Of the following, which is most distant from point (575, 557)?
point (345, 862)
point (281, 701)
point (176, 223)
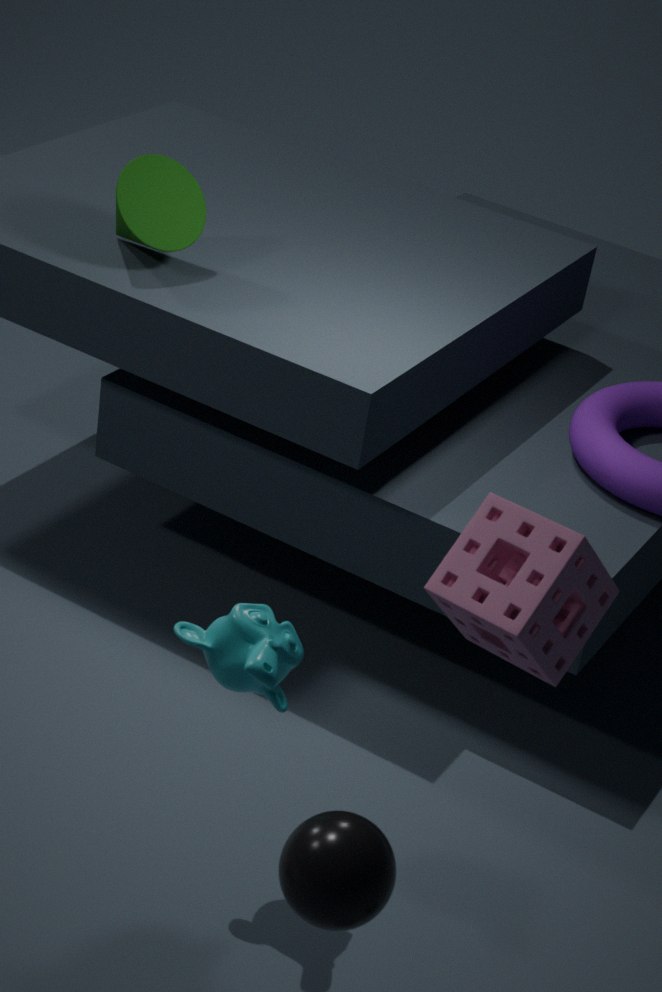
point (176, 223)
